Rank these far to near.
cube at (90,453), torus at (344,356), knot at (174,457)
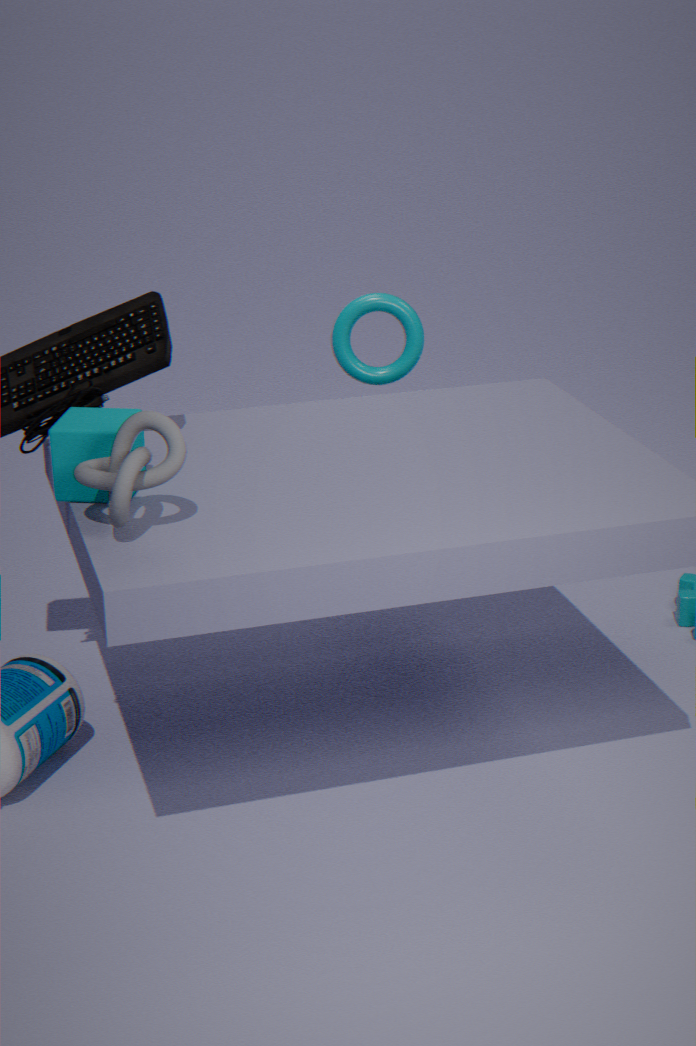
torus at (344,356) < cube at (90,453) < knot at (174,457)
